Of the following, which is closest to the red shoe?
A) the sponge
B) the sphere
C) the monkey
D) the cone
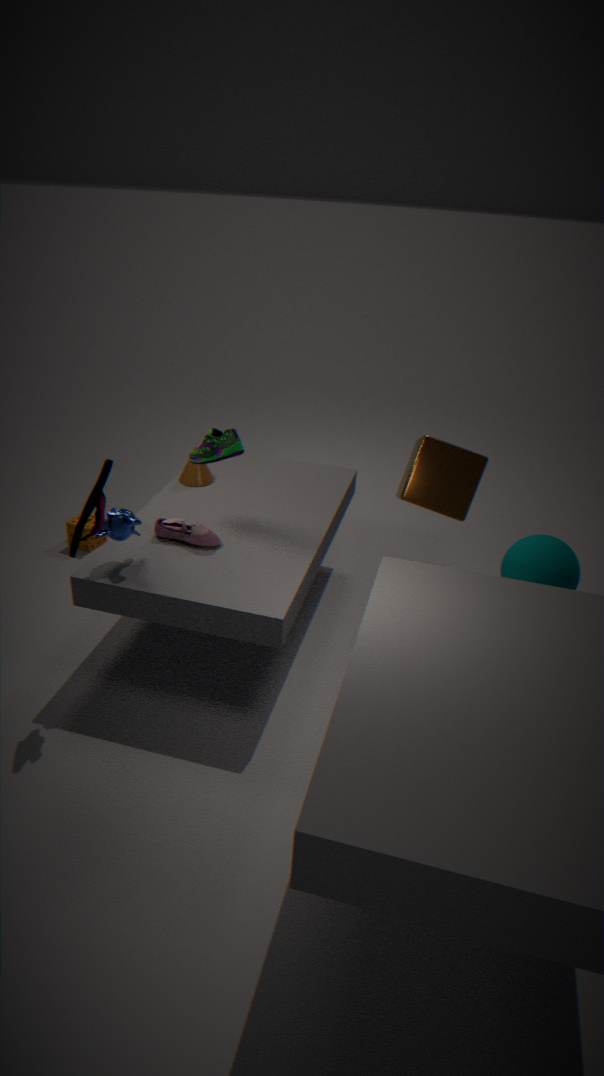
the monkey
